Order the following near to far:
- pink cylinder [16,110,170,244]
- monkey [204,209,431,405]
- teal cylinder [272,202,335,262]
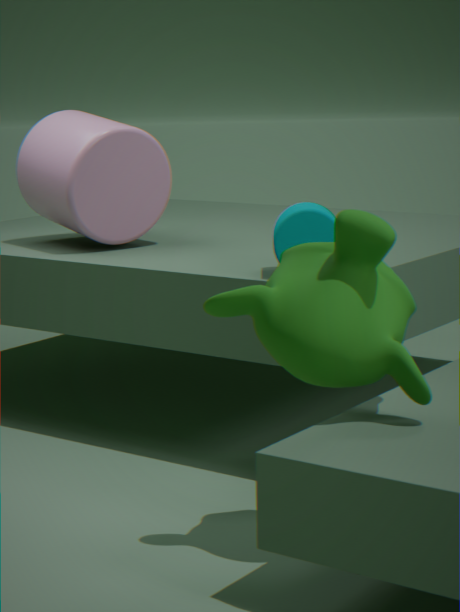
1. monkey [204,209,431,405]
2. teal cylinder [272,202,335,262]
3. pink cylinder [16,110,170,244]
